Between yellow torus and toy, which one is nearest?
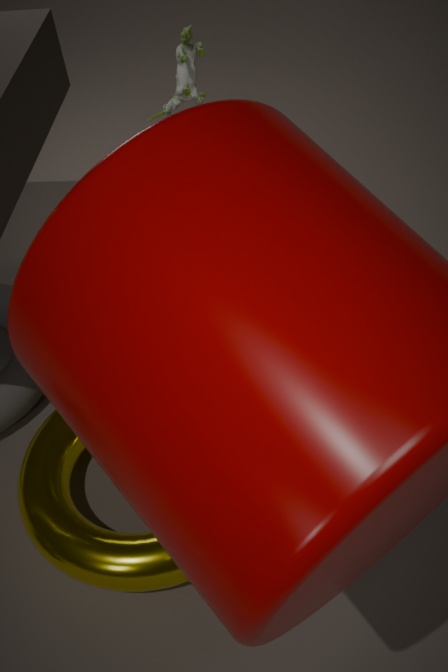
yellow torus
